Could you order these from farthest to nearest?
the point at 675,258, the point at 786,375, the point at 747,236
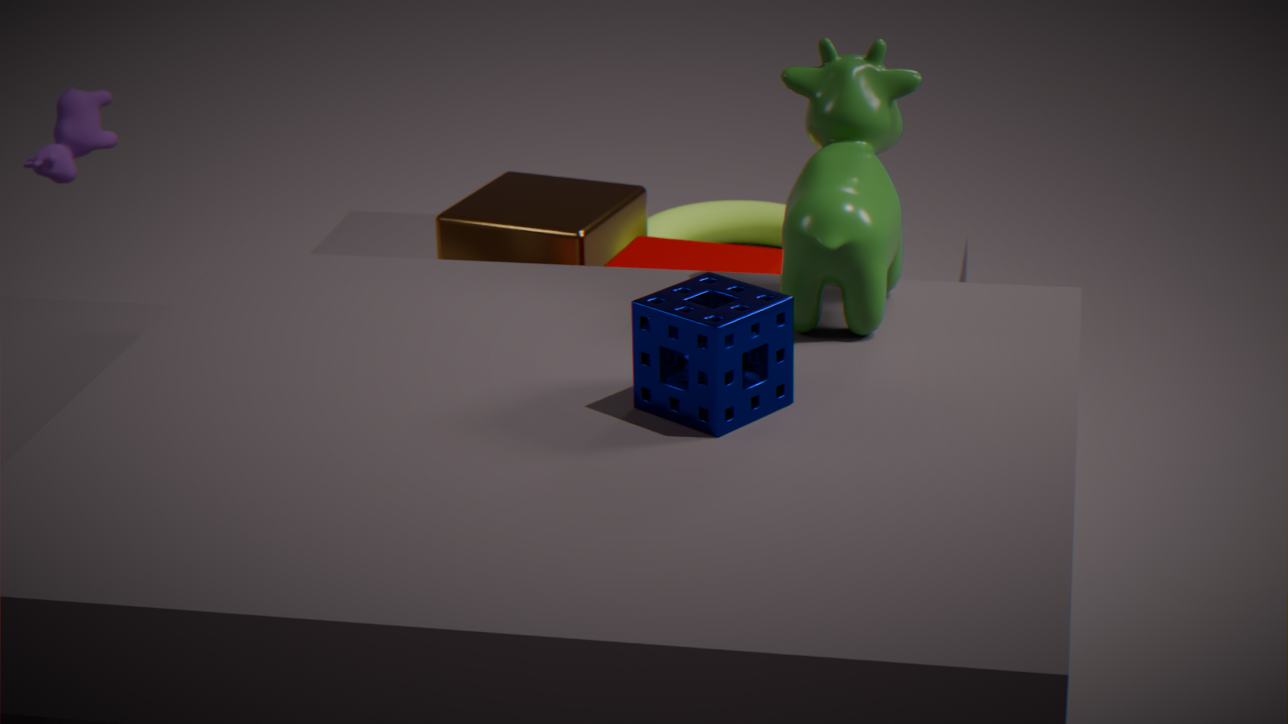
the point at 747,236, the point at 675,258, the point at 786,375
